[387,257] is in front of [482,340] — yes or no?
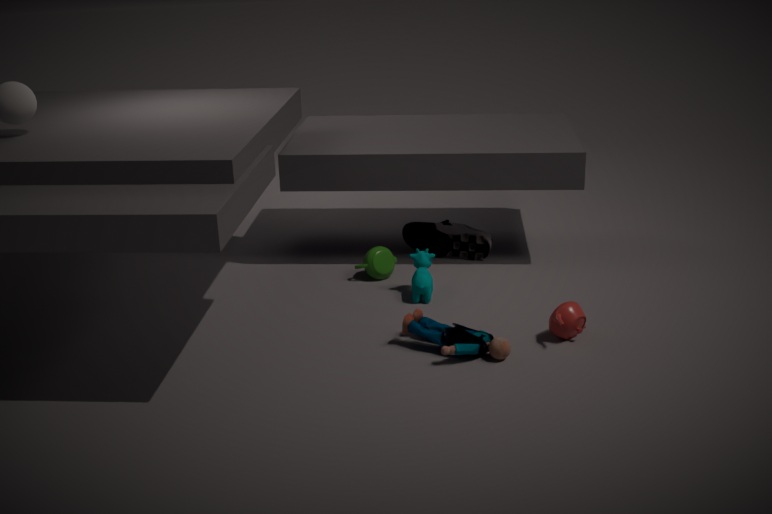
No
